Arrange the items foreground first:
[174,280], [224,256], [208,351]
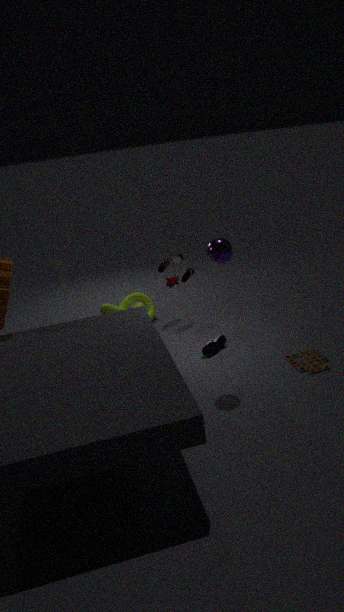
1. [224,256]
2. [208,351]
3. [174,280]
